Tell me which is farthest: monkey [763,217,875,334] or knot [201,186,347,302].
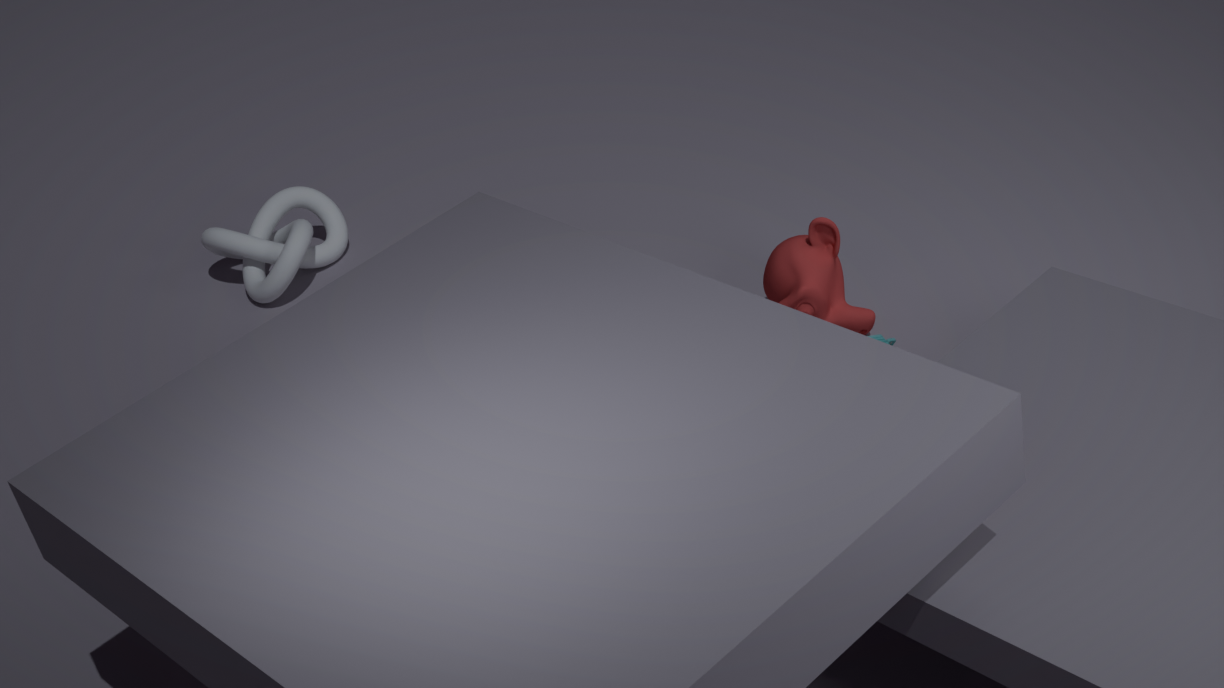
knot [201,186,347,302]
